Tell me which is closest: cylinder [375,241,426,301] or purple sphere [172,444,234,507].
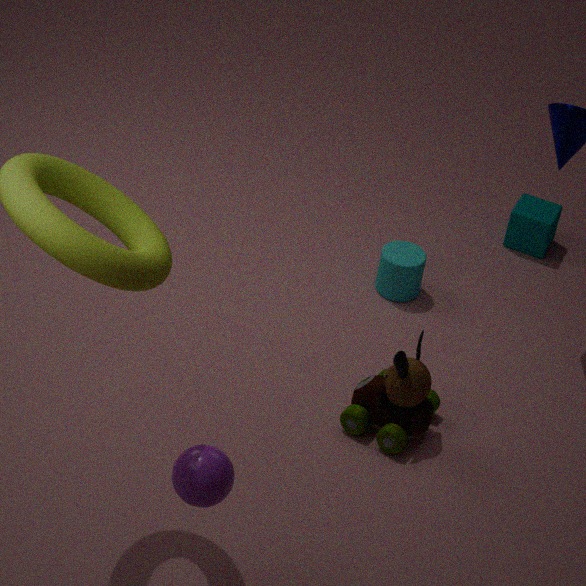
purple sphere [172,444,234,507]
